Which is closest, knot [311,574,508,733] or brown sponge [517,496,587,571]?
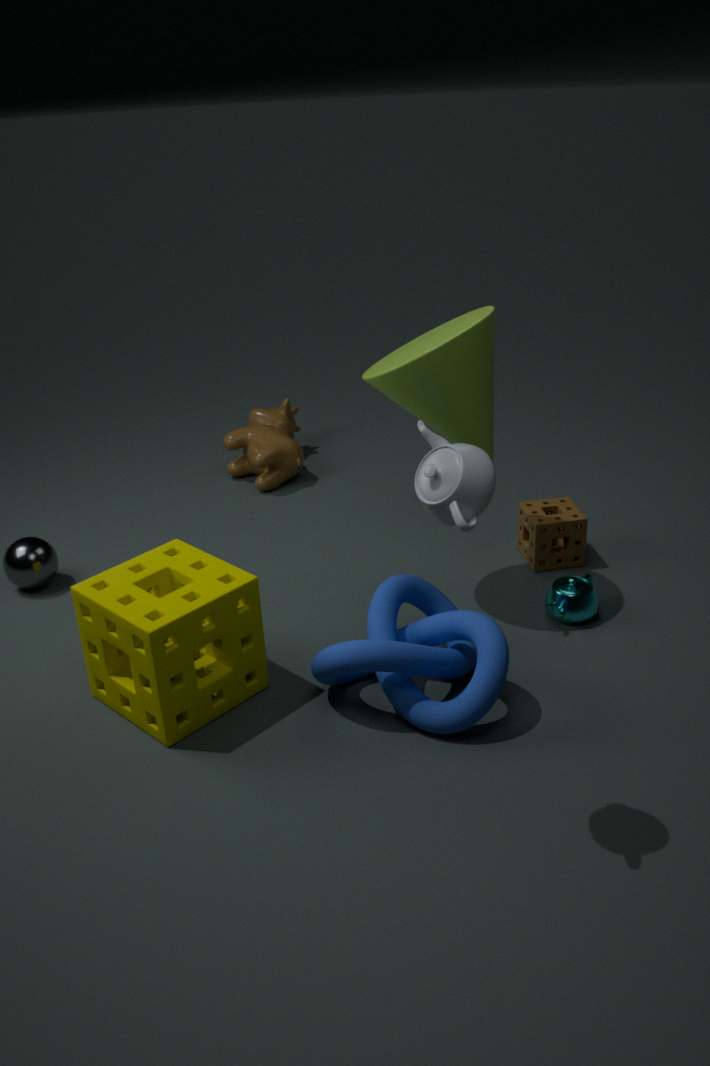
knot [311,574,508,733]
